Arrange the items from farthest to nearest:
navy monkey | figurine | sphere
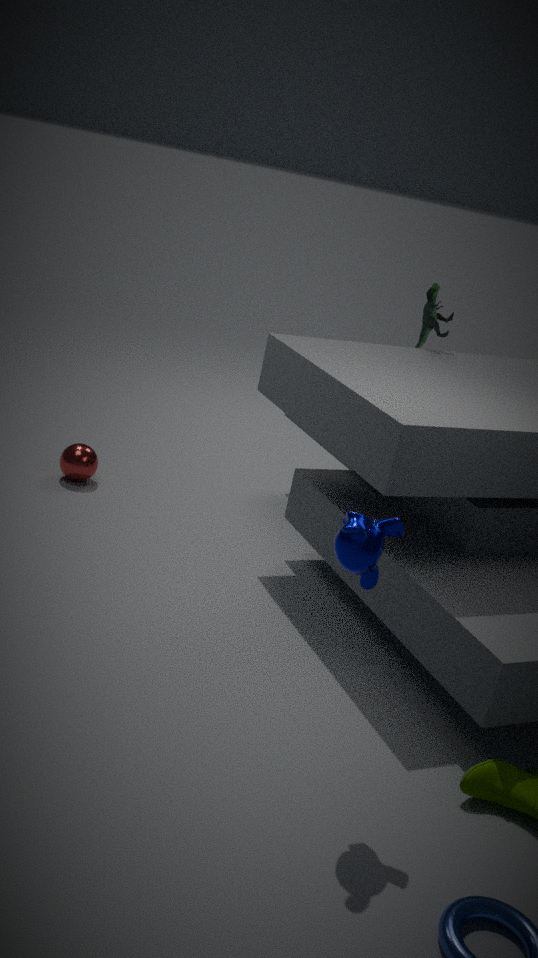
sphere < figurine < navy monkey
